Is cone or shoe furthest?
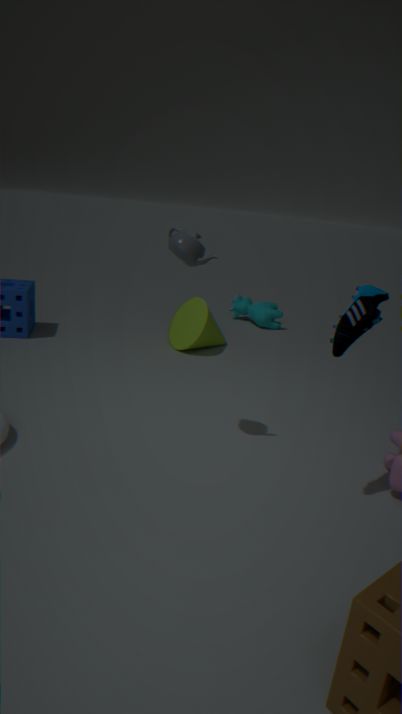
cone
